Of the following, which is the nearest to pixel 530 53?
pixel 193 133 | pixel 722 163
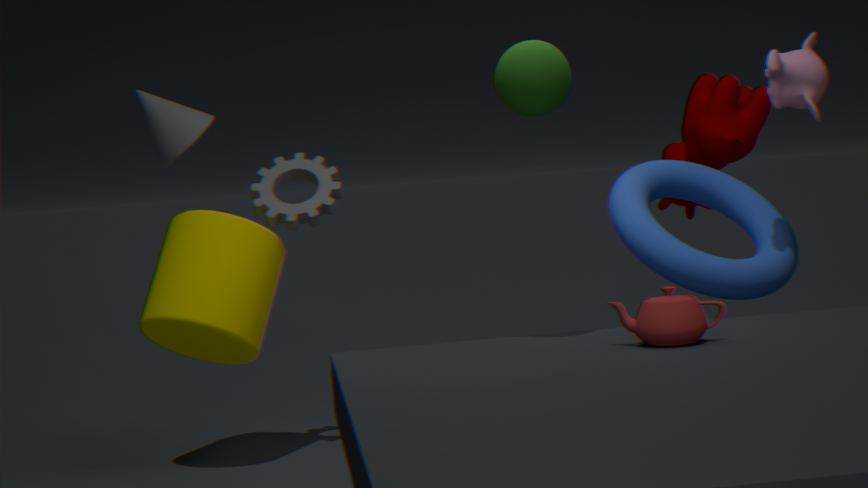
pixel 722 163
